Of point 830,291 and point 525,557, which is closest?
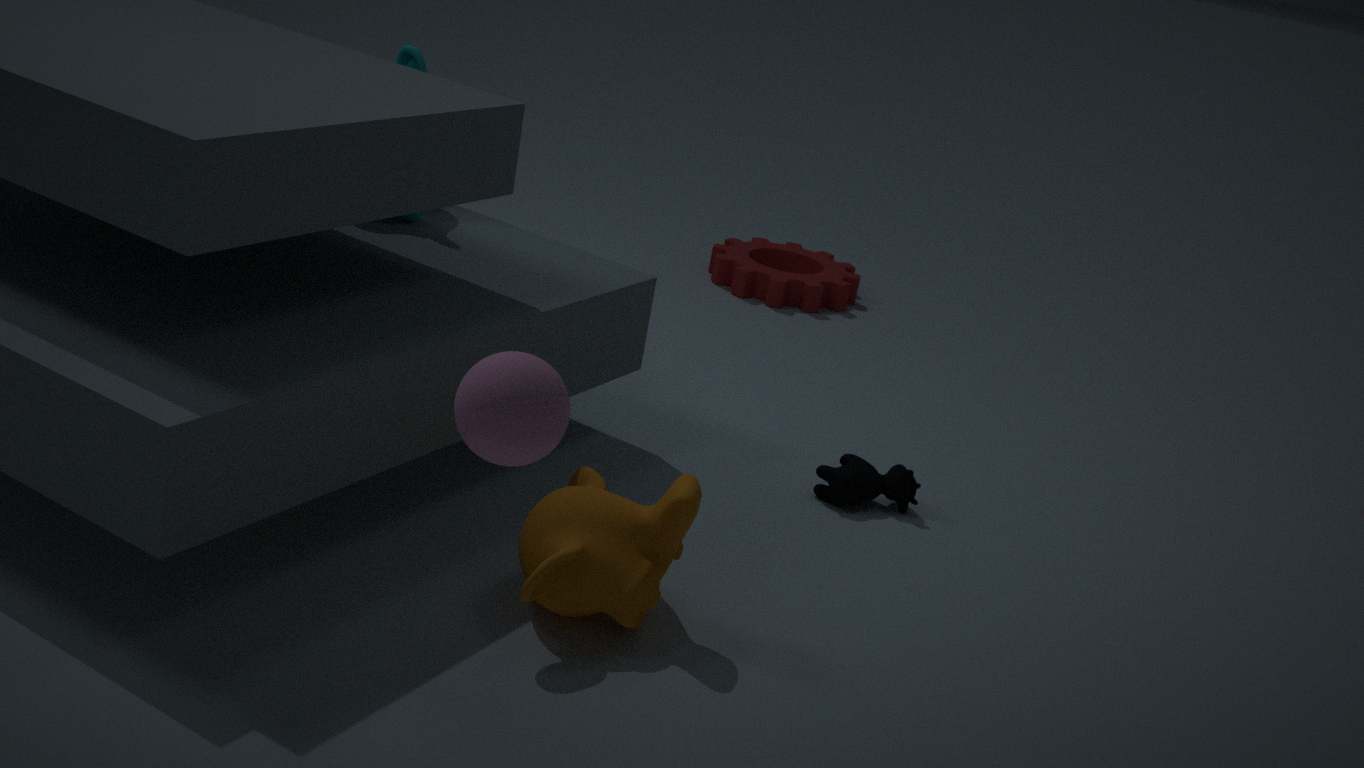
point 525,557
